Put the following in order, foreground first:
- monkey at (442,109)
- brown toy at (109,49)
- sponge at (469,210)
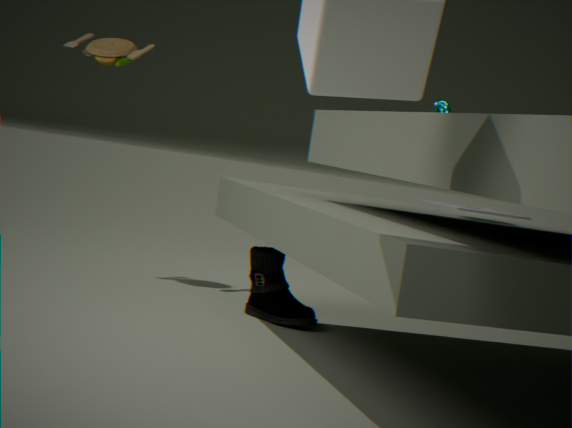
monkey at (442,109) < brown toy at (109,49) < sponge at (469,210)
